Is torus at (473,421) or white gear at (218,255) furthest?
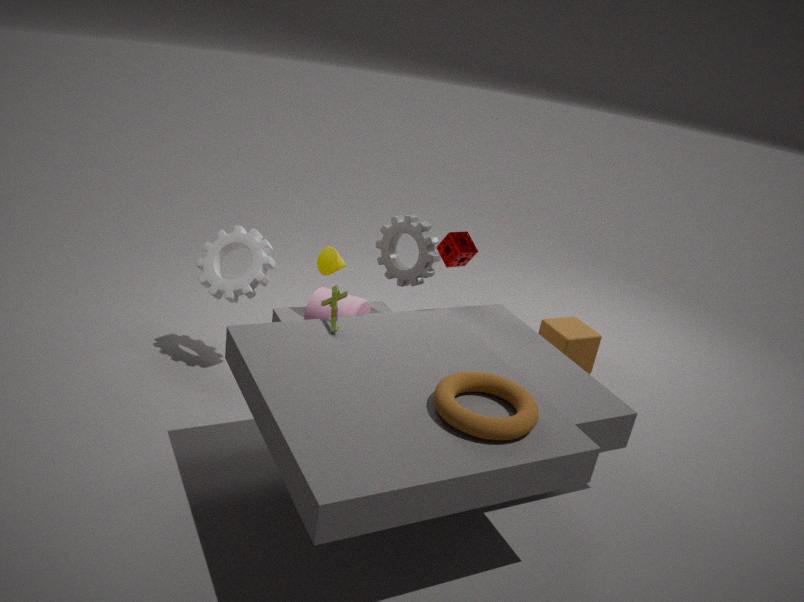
white gear at (218,255)
